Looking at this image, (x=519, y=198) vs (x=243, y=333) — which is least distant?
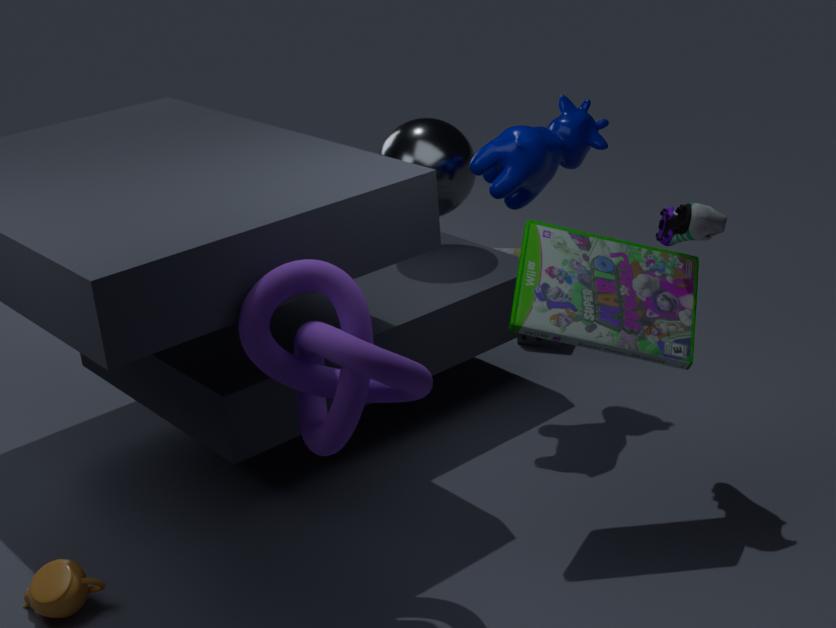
(x=243, y=333)
